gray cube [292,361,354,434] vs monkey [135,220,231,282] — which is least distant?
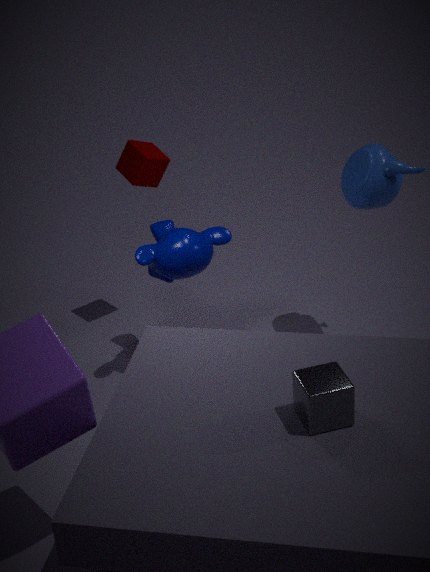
gray cube [292,361,354,434]
